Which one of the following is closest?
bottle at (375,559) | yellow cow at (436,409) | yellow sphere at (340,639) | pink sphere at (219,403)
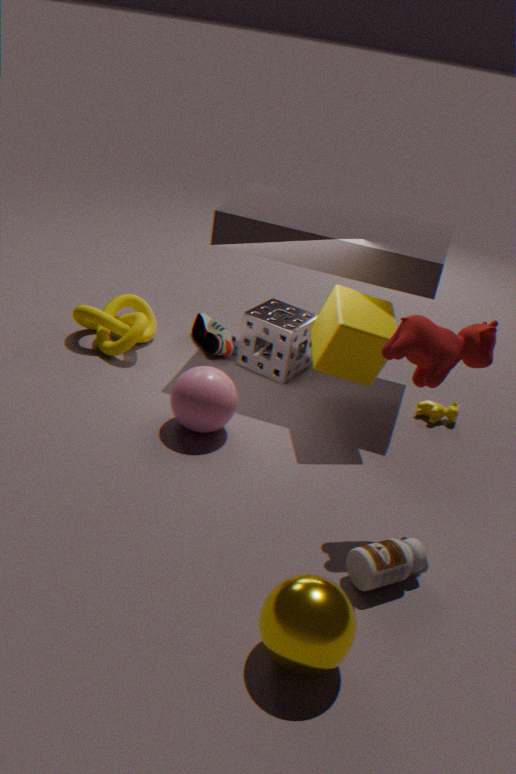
yellow sphere at (340,639)
